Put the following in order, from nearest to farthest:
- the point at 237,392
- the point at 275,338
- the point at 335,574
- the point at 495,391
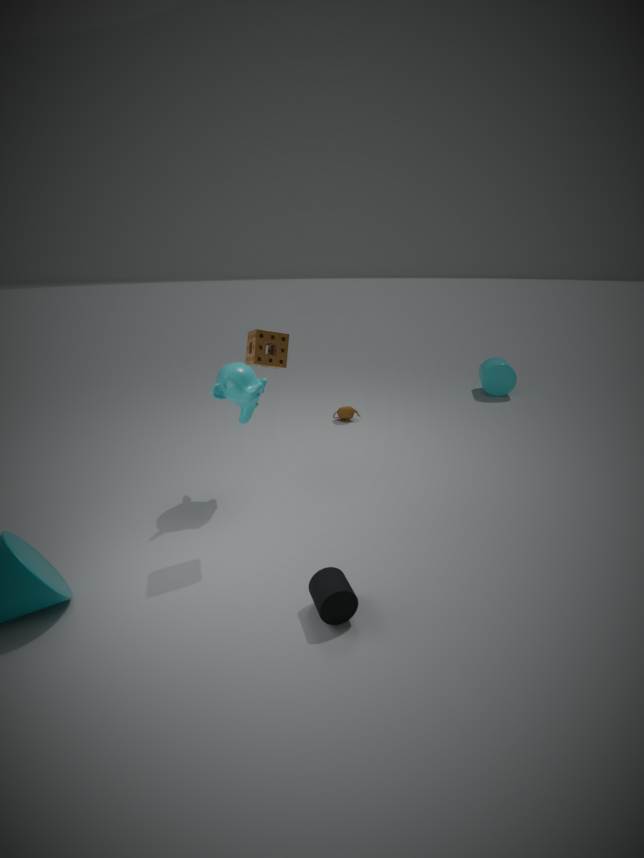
the point at 335,574, the point at 275,338, the point at 237,392, the point at 495,391
